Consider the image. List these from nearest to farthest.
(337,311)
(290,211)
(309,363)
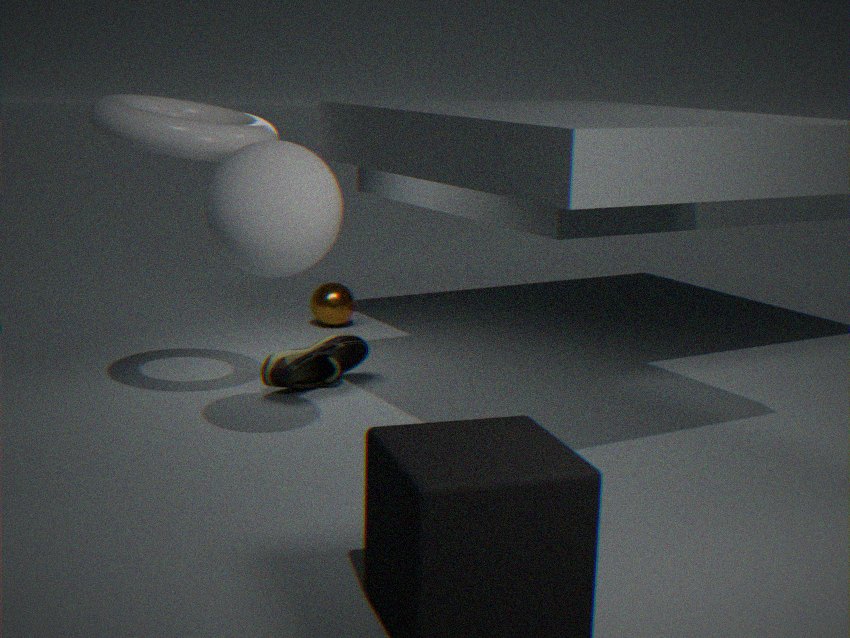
(290,211) < (309,363) < (337,311)
